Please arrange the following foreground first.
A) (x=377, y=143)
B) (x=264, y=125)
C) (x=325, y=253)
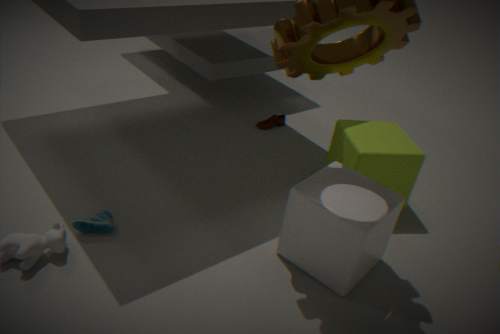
(x=325, y=253) < (x=377, y=143) < (x=264, y=125)
